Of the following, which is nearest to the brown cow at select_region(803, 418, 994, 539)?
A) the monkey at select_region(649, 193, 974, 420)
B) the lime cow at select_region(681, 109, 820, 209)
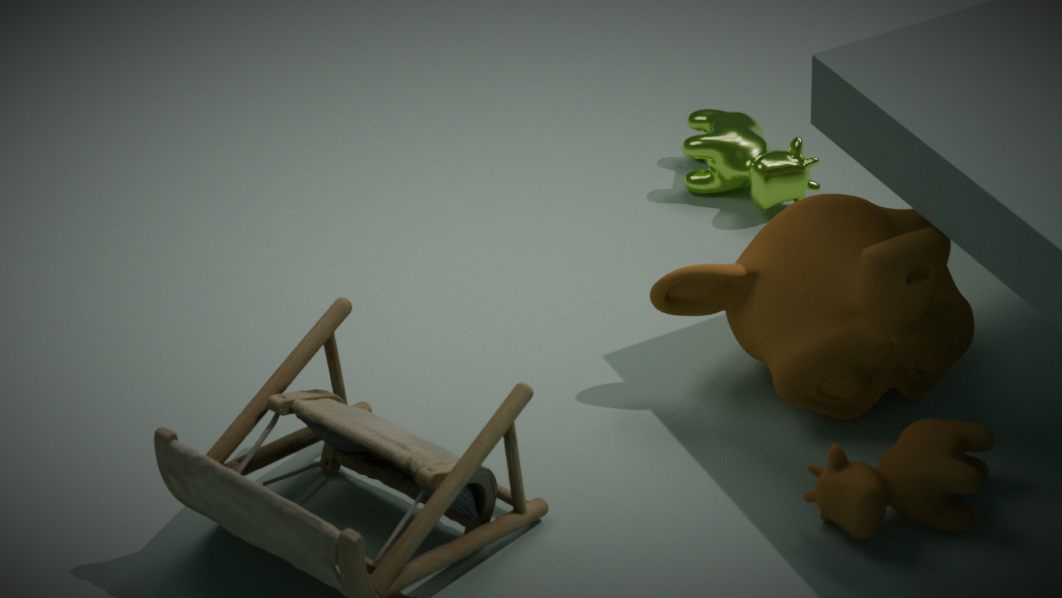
the monkey at select_region(649, 193, 974, 420)
